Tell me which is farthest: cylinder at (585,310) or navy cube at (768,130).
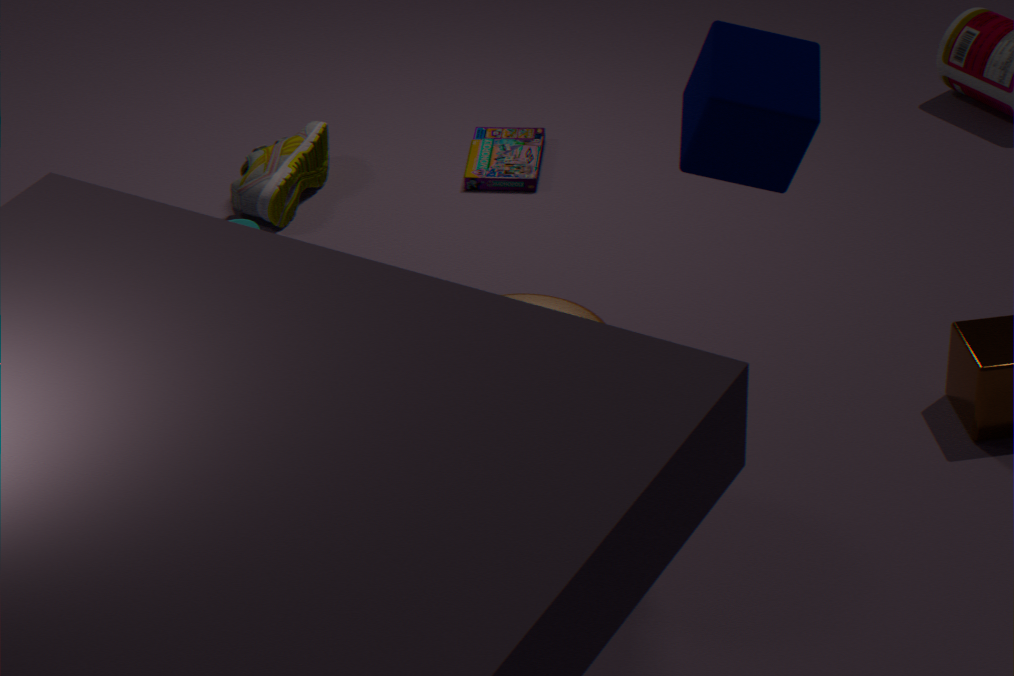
cylinder at (585,310)
